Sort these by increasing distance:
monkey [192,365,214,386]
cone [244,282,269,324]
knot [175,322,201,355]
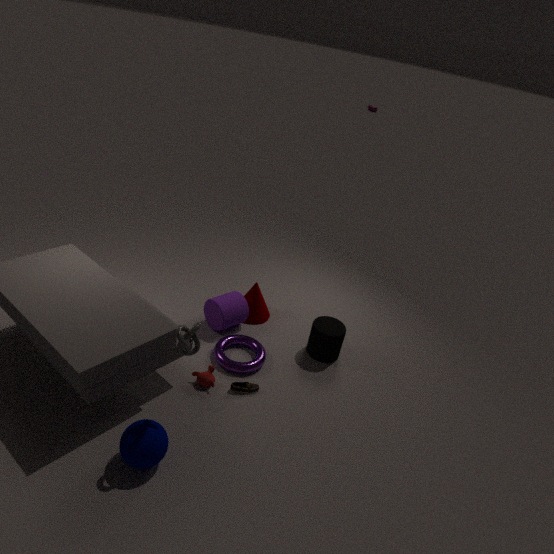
knot [175,322,201,355] < monkey [192,365,214,386] < cone [244,282,269,324]
